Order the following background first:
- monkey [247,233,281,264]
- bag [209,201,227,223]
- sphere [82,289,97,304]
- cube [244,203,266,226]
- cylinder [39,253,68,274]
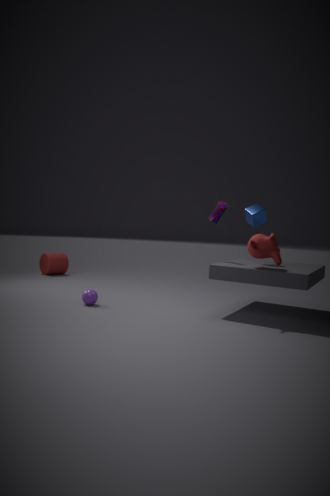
cylinder [39,253,68,274] < bag [209,201,227,223] < cube [244,203,266,226] < sphere [82,289,97,304] < monkey [247,233,281,264]
